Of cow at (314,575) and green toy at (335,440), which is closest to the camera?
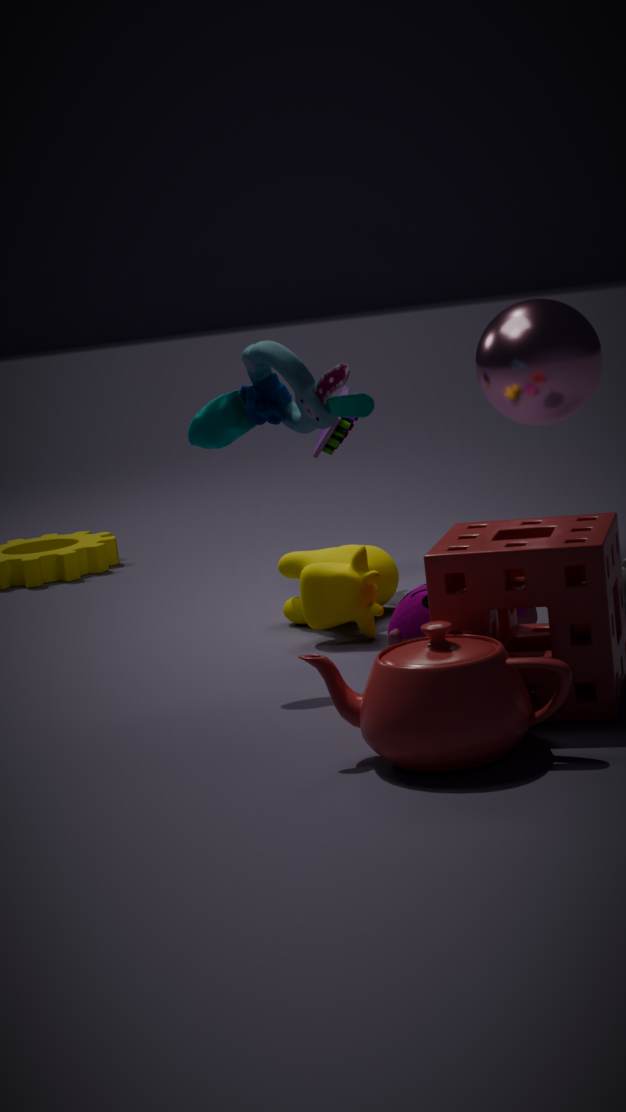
cow at (314,575)
